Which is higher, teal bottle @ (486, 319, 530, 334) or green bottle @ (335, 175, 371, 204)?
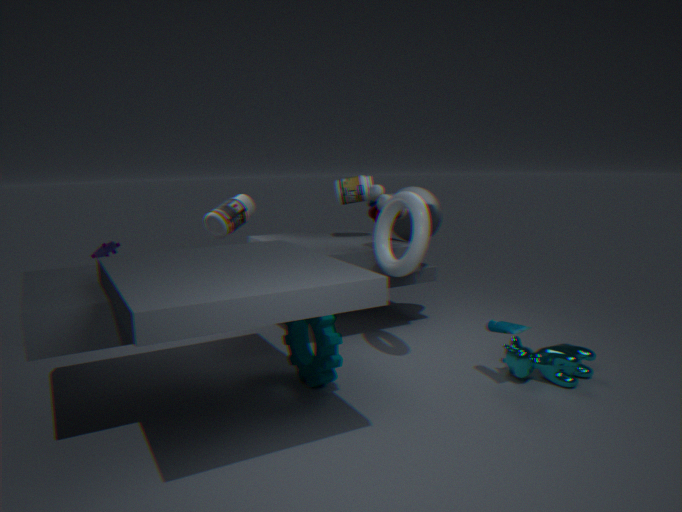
green bottle @ (335, 175, 371, 204)
